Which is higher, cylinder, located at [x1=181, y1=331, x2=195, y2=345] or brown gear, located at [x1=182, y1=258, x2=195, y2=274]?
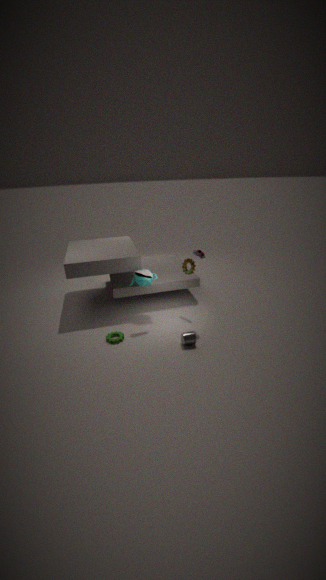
brown gear, located at [x1=182, y1=258, x2=195, y2=274]
